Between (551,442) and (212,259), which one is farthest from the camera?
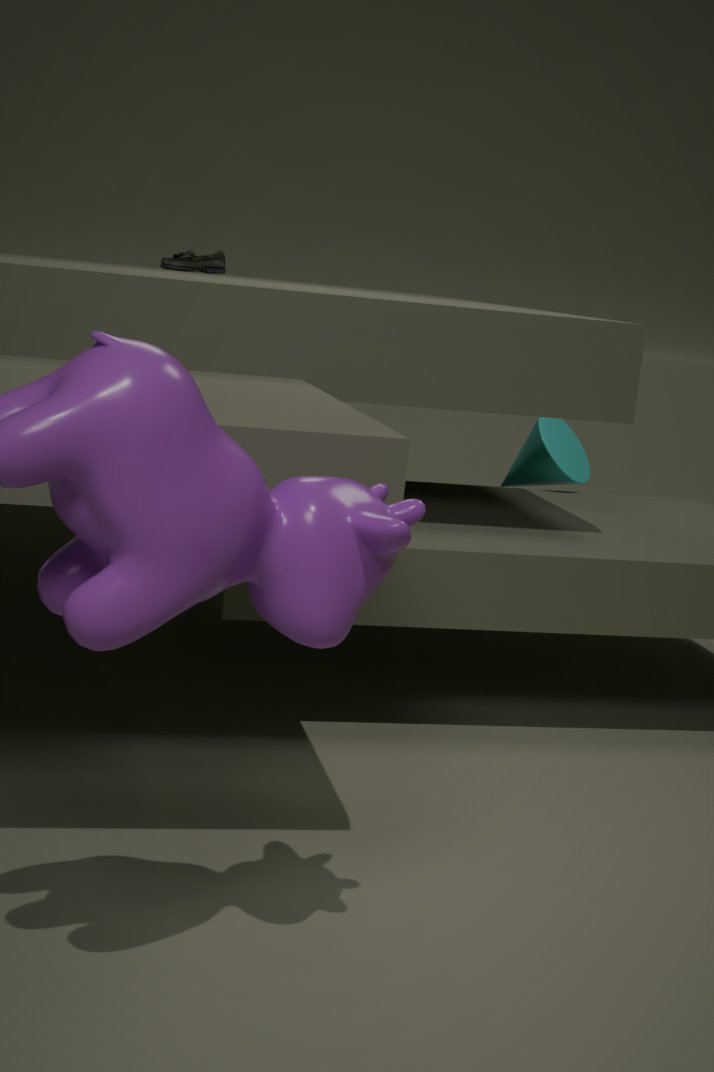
(212,259)
